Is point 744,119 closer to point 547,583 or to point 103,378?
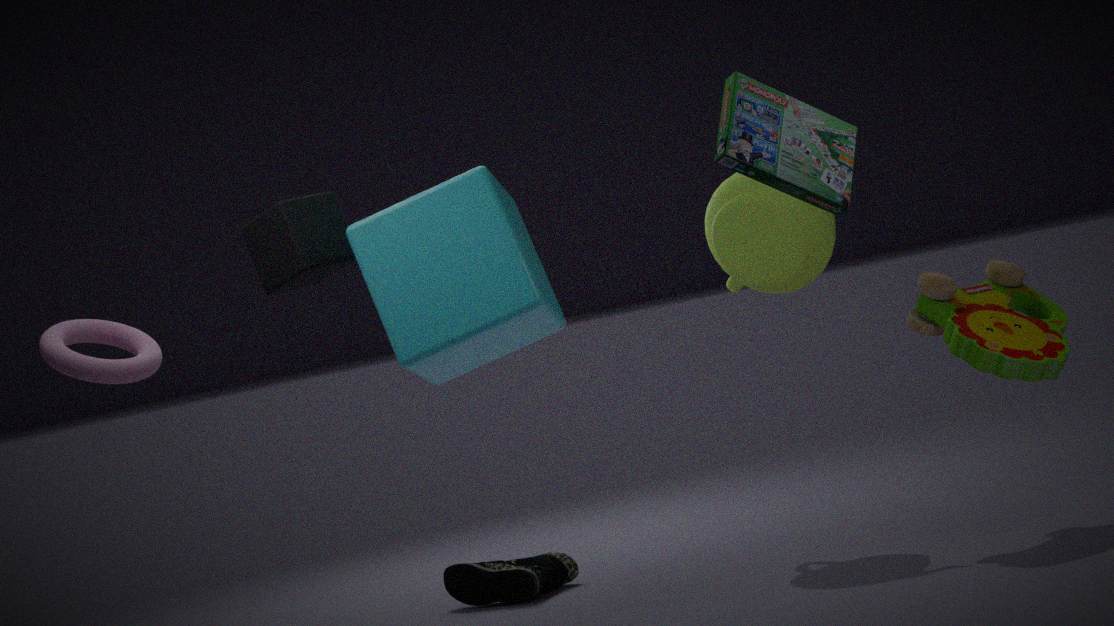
point 103,378
